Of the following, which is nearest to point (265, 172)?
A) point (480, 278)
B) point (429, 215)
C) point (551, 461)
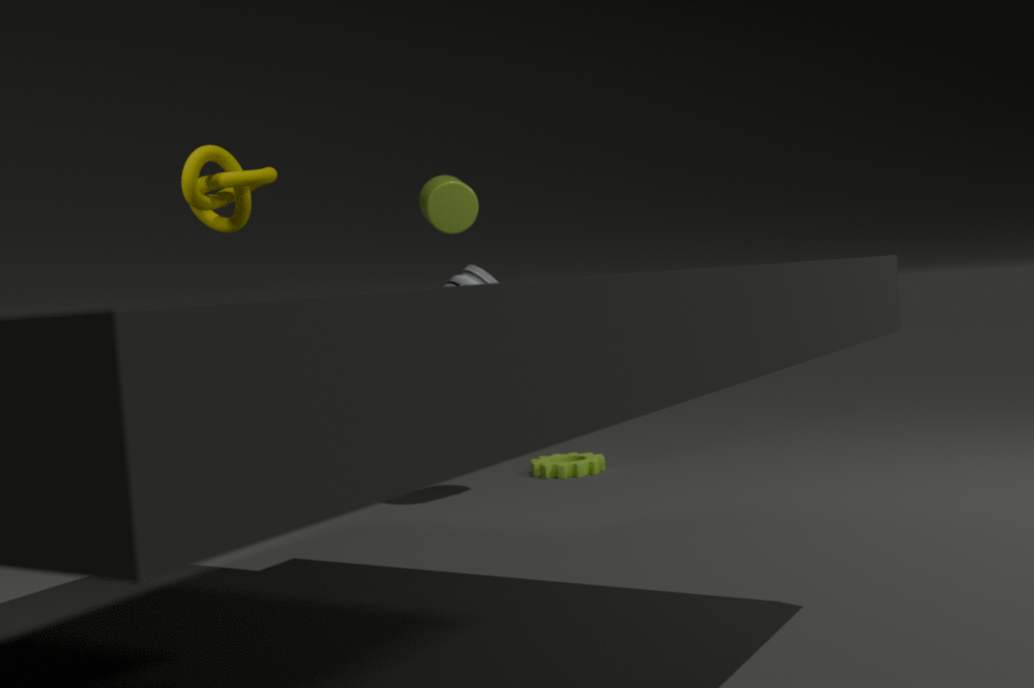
point (480, 278)
